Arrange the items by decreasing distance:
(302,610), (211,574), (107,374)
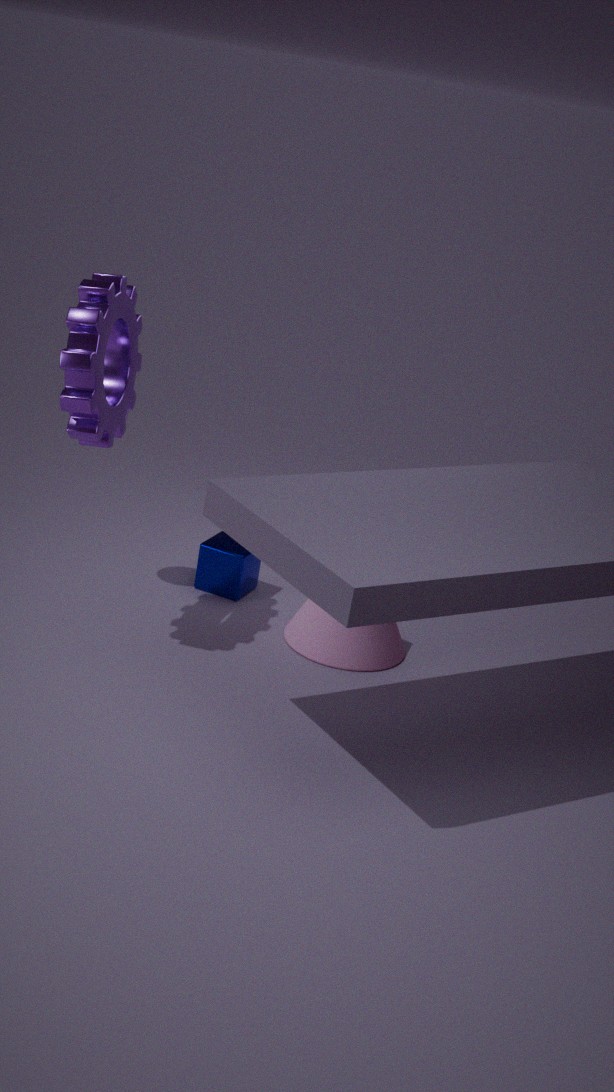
(211,574) < (302,610) < (107,374)
